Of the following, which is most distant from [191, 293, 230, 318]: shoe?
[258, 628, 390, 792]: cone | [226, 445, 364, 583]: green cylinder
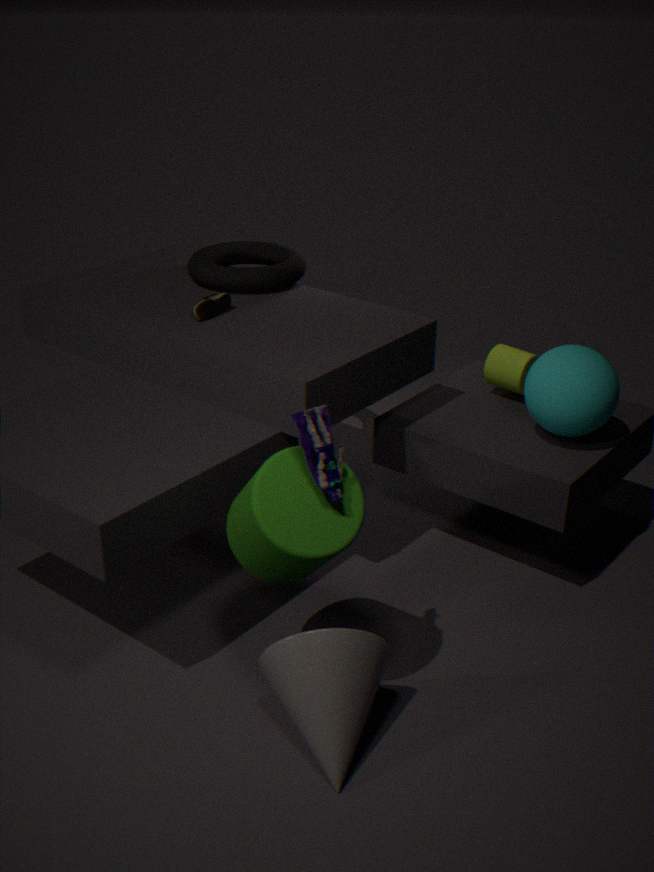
[258, 628, 390, 792]: cone
